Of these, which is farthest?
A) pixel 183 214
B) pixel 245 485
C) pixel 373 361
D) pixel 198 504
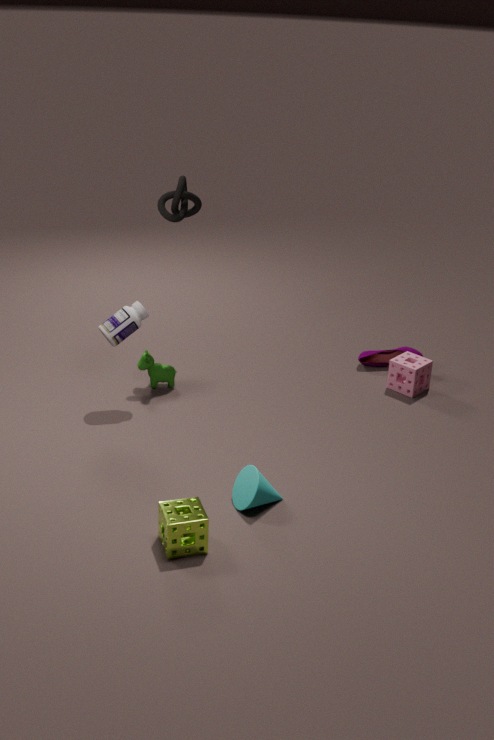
pixel 373 361
